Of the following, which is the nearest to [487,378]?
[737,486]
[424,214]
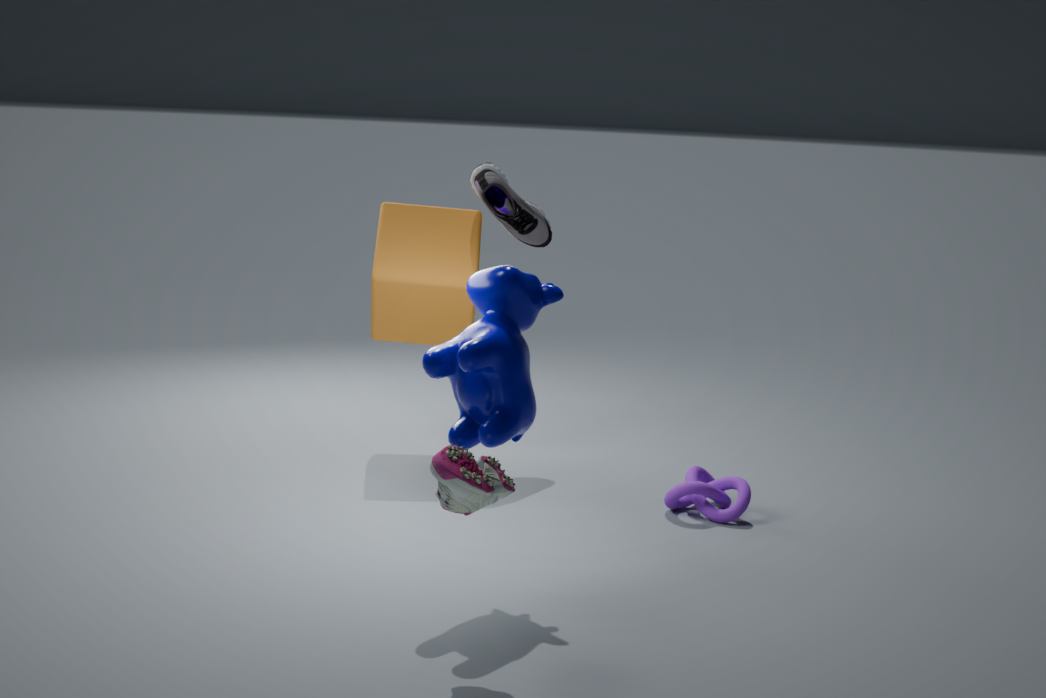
[737,486]
